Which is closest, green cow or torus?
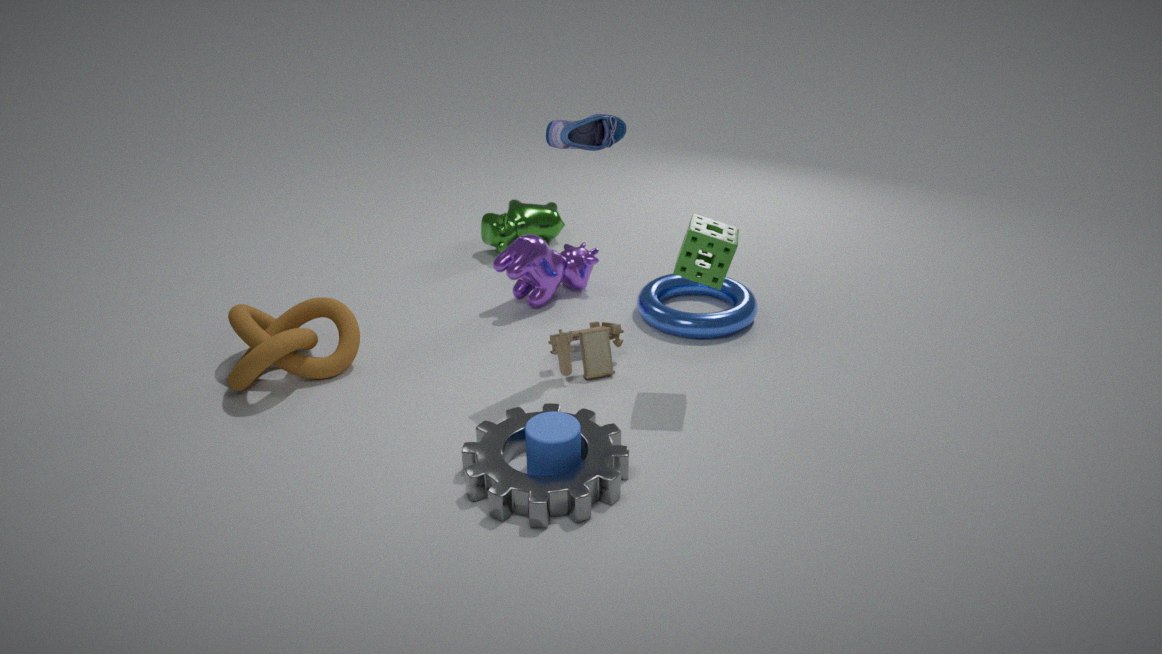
torus
